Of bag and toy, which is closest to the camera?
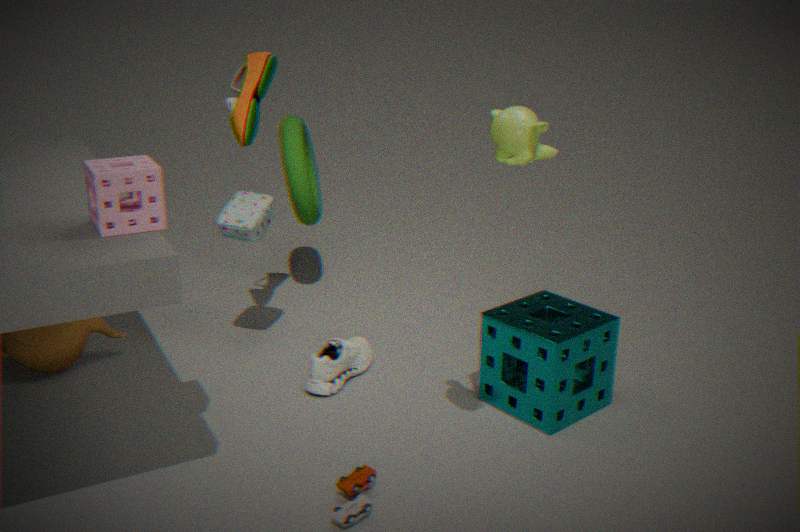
toy
